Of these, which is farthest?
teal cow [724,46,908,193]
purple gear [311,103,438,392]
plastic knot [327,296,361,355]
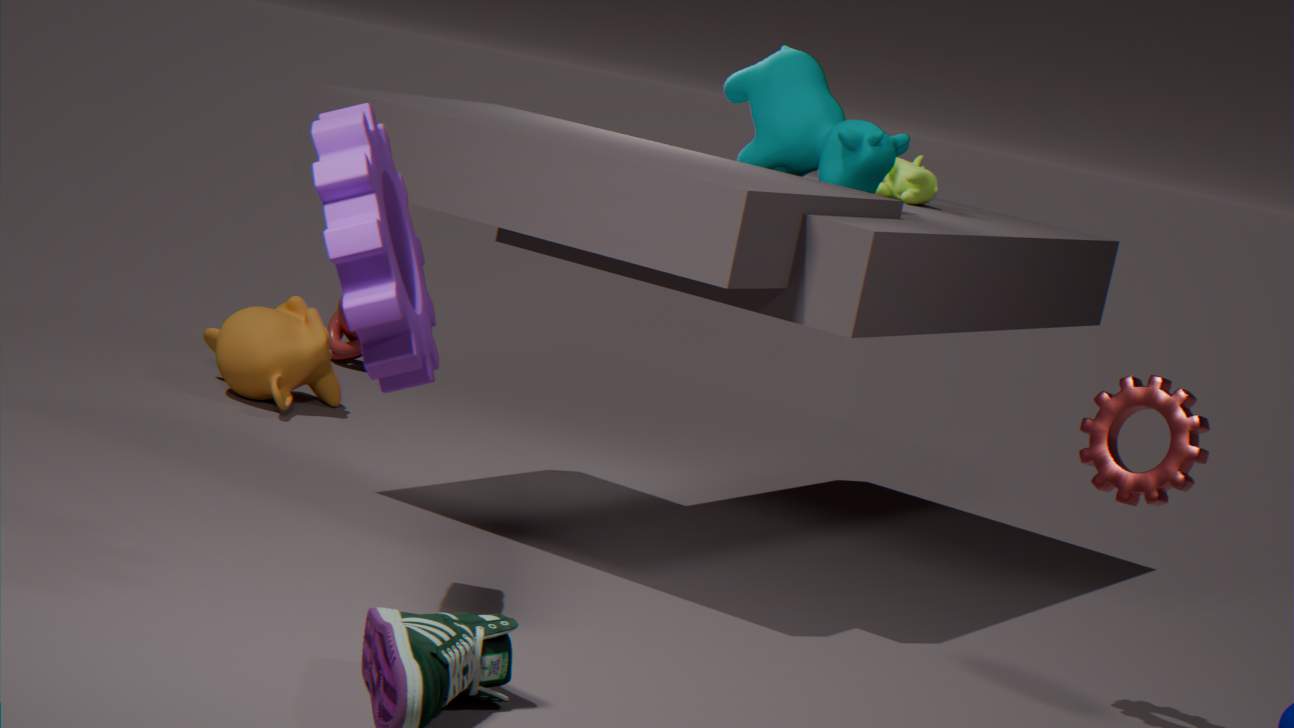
plastic knot [327,296,361,355]
